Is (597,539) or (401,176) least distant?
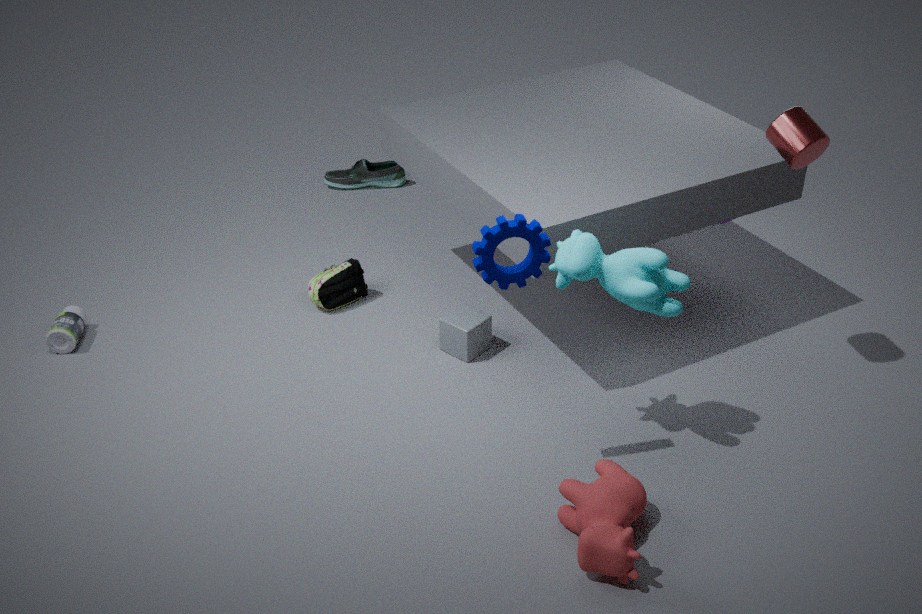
(597,539)
